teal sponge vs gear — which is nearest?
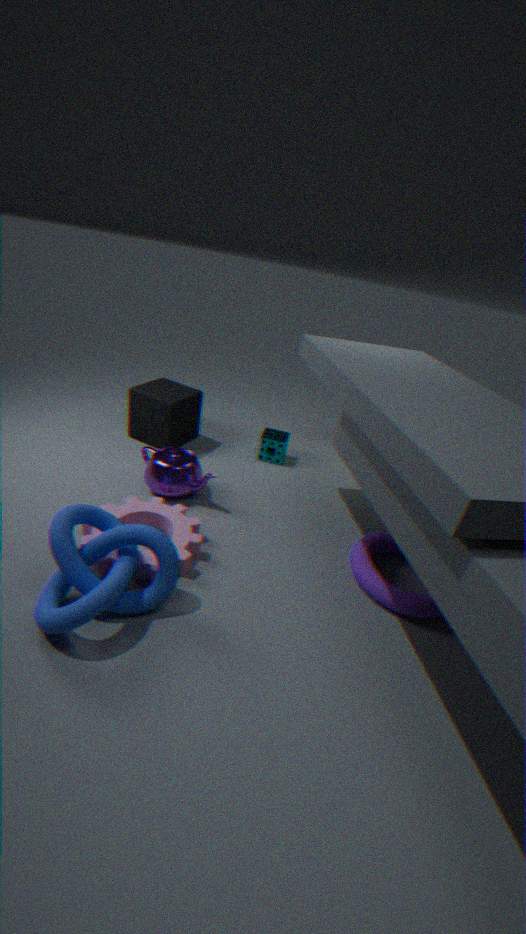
gear
